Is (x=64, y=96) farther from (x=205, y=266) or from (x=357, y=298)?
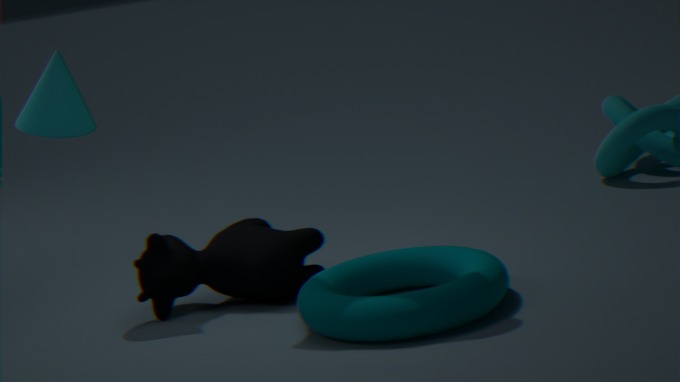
(x=357, y=298)
